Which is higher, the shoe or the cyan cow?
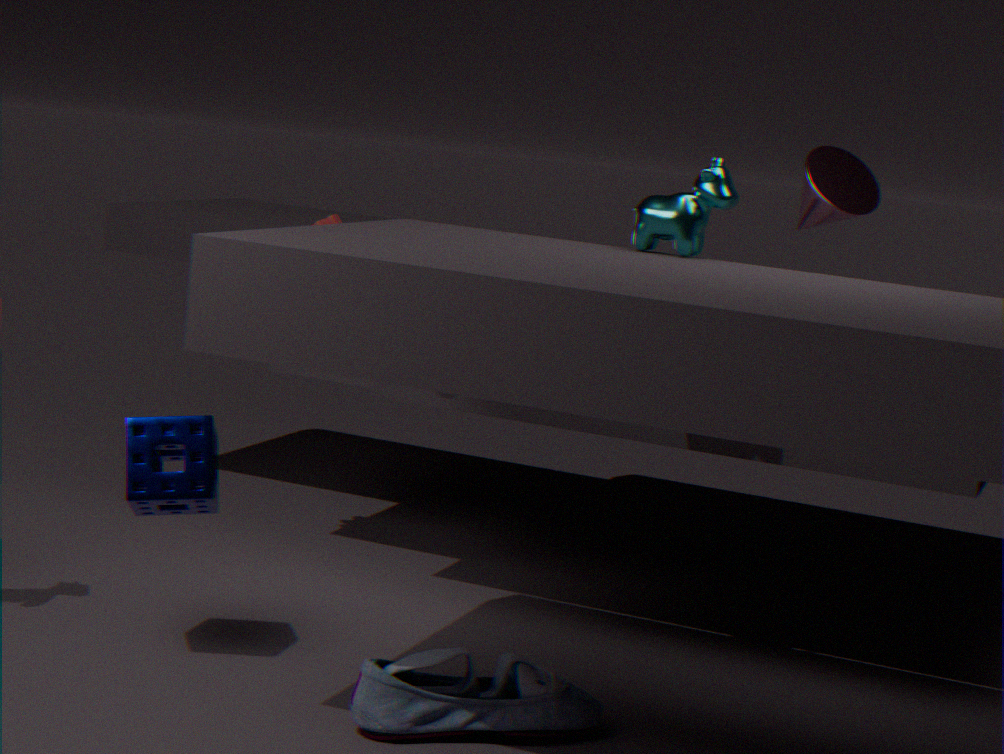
the cyan cow
